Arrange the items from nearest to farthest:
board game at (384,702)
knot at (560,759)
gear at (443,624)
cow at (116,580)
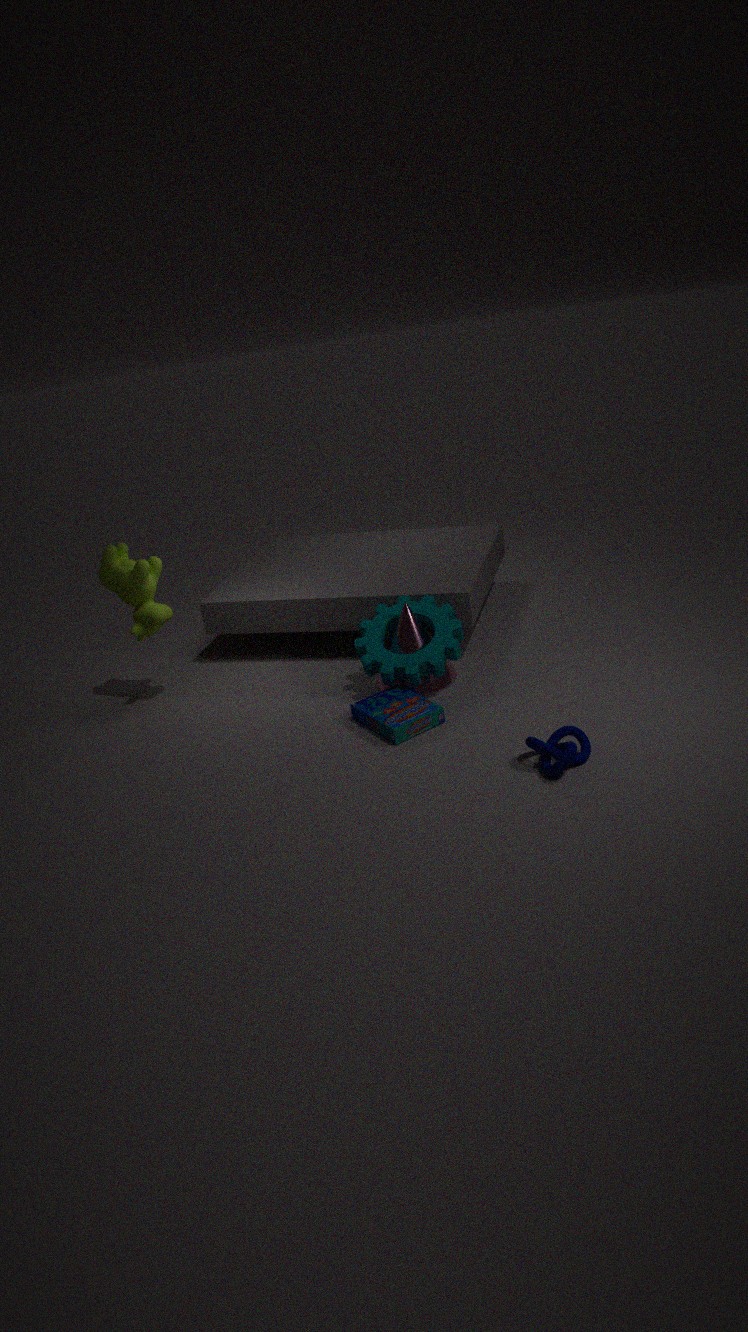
knot at (560,759), board game at (384,702), gear at (443,624), cow at (116,580)
